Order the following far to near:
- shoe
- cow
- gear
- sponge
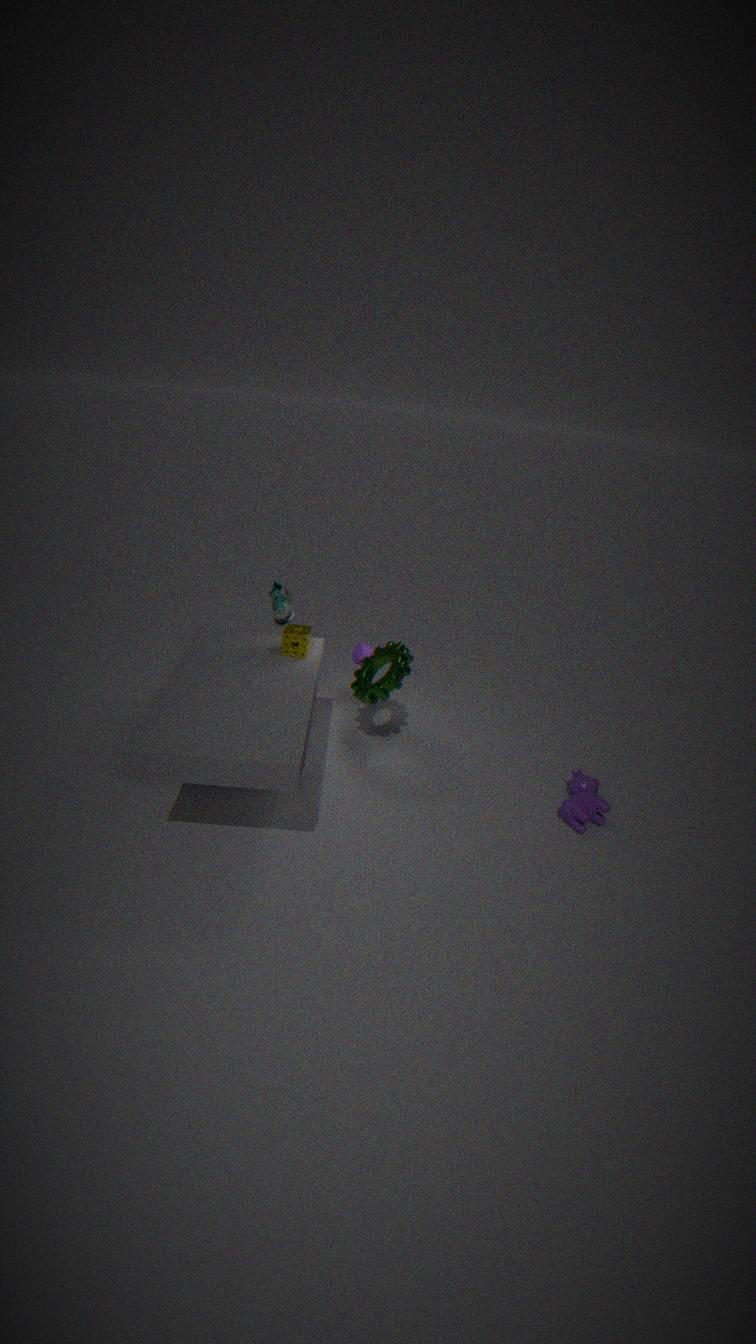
shoe
gear
sponge
cow
